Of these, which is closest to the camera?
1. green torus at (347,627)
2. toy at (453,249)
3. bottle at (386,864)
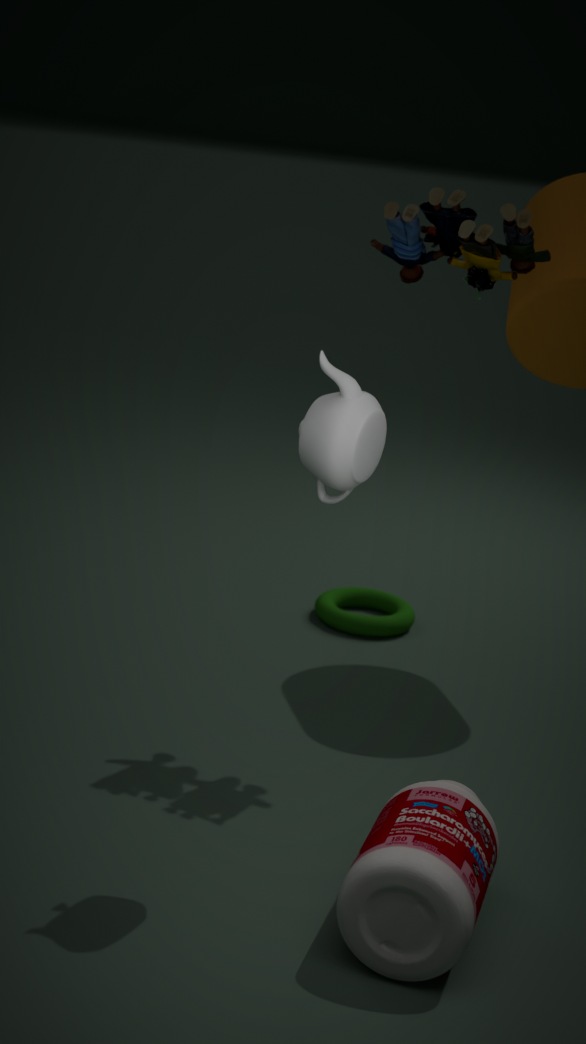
bottle at (386,864)
